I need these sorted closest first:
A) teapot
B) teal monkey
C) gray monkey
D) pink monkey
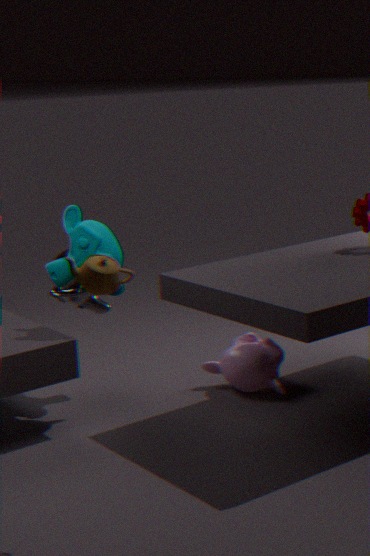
teapot, teal monkey, gray monkey, pink monkey
